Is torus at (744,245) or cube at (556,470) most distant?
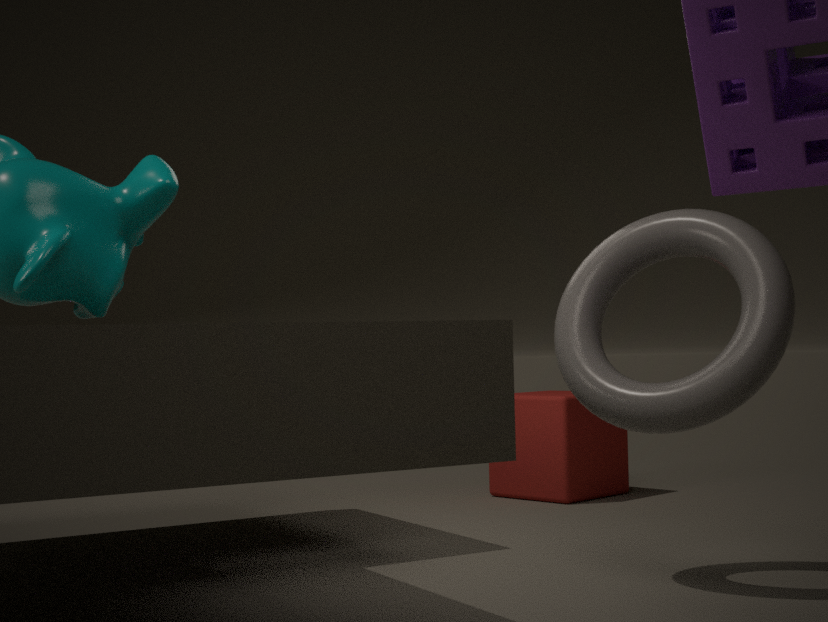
cube at (556,470)
